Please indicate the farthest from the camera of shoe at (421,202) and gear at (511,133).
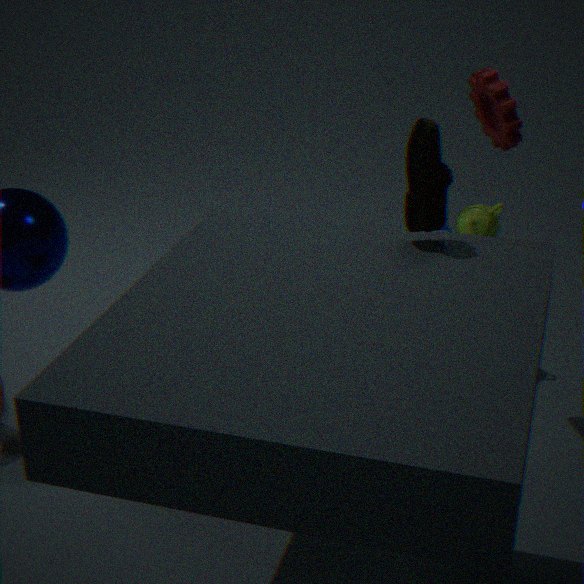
gear at (511,133)
